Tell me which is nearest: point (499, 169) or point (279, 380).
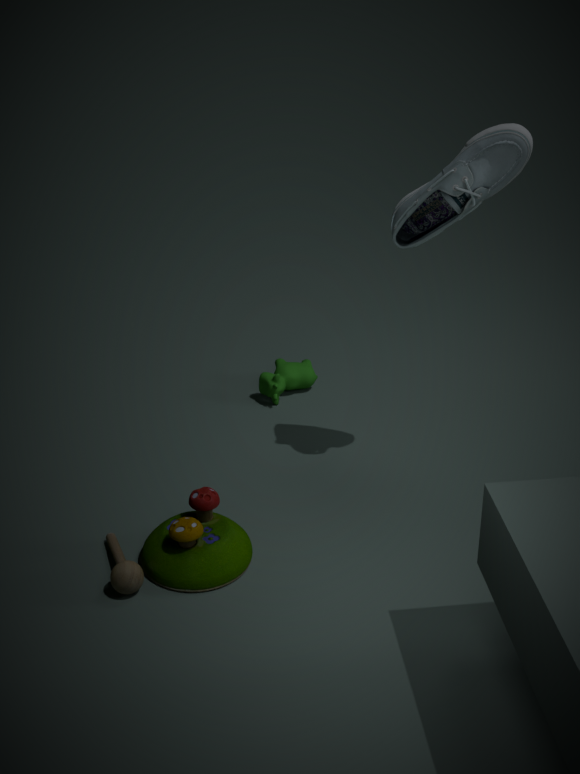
point (499, 169)
